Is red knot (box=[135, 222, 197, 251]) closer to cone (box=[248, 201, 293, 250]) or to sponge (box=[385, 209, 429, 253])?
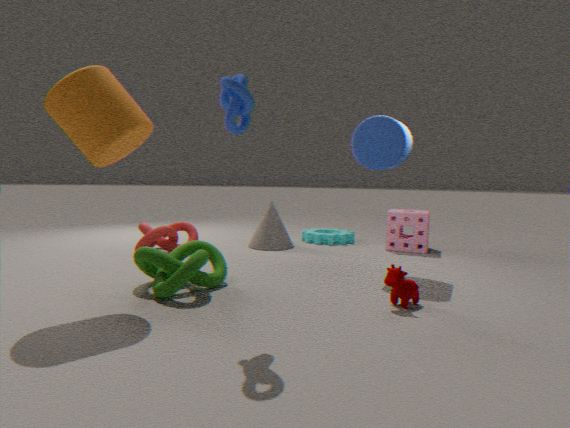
cone (box=[248, 201, 293, 250])
